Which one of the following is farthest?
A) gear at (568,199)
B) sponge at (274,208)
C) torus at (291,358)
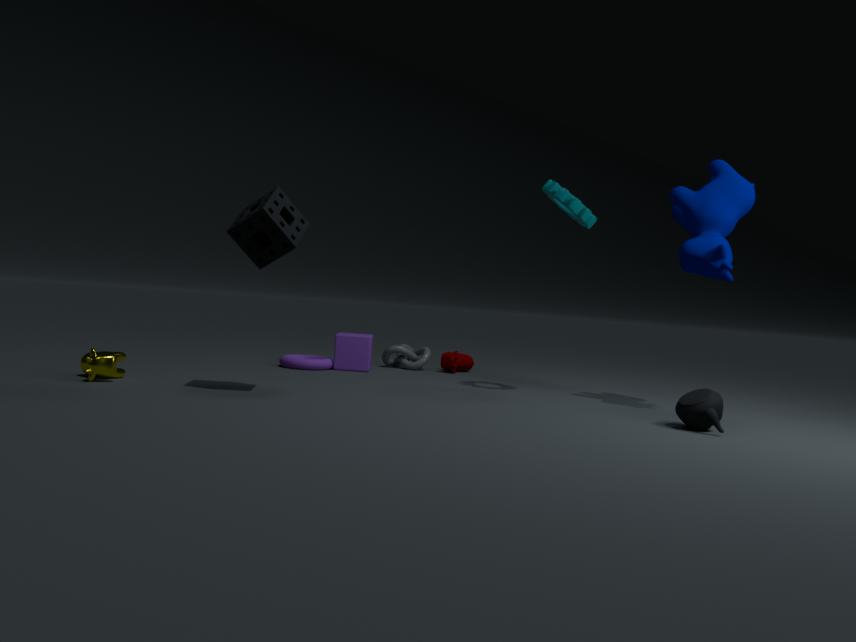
torus at (291,358)
